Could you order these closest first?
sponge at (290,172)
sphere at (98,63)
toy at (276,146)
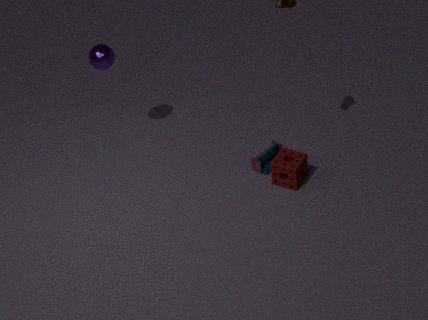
sponge at (290,172), toy at (276,146), sphere at (98,63)
